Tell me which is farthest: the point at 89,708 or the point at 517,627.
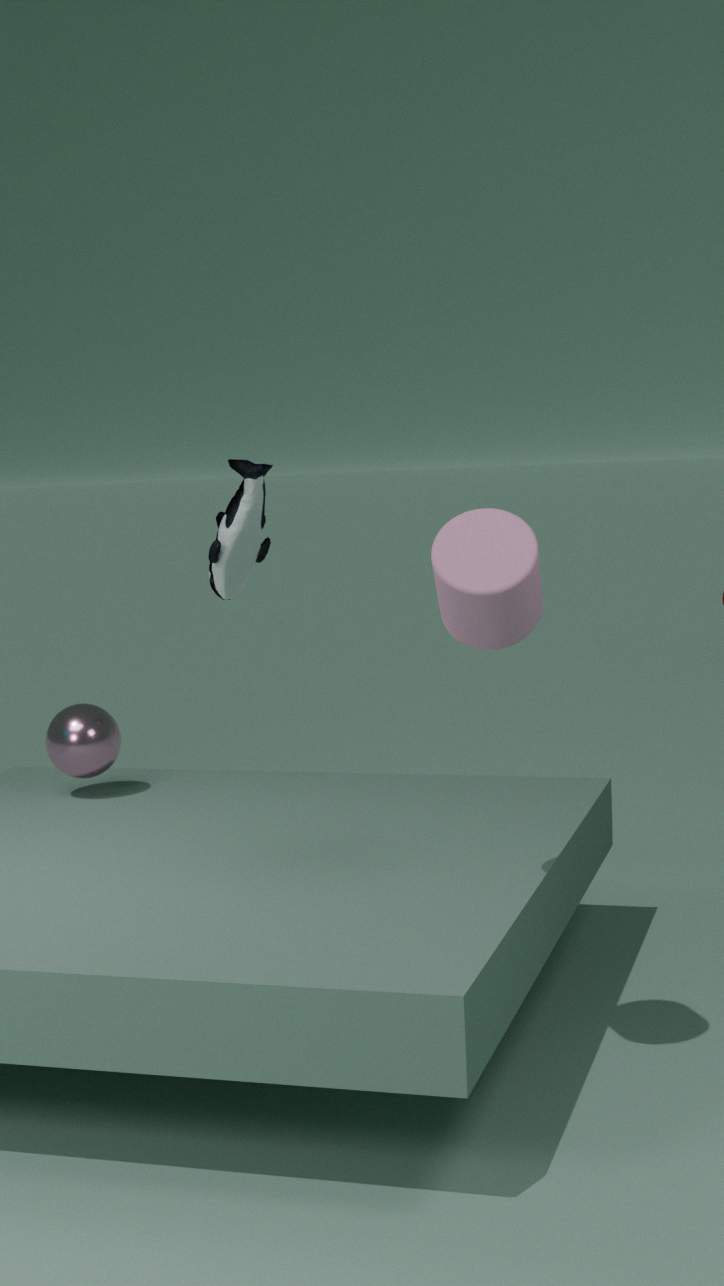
the point at 89,708
